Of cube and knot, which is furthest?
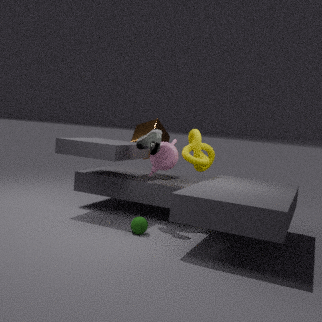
cube
